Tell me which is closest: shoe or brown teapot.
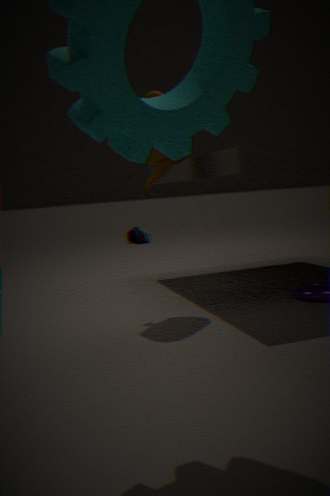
brown teapot
